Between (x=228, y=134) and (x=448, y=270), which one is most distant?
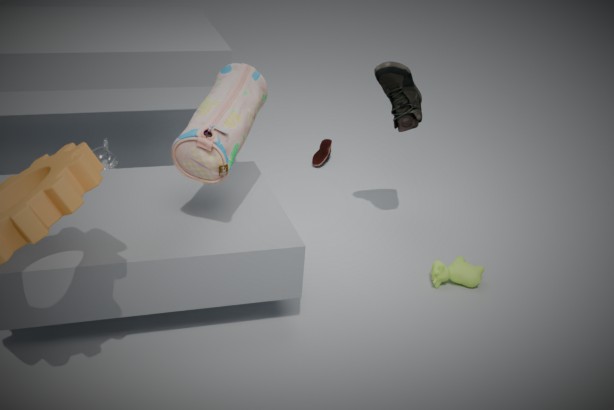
(x=448, y=270)
